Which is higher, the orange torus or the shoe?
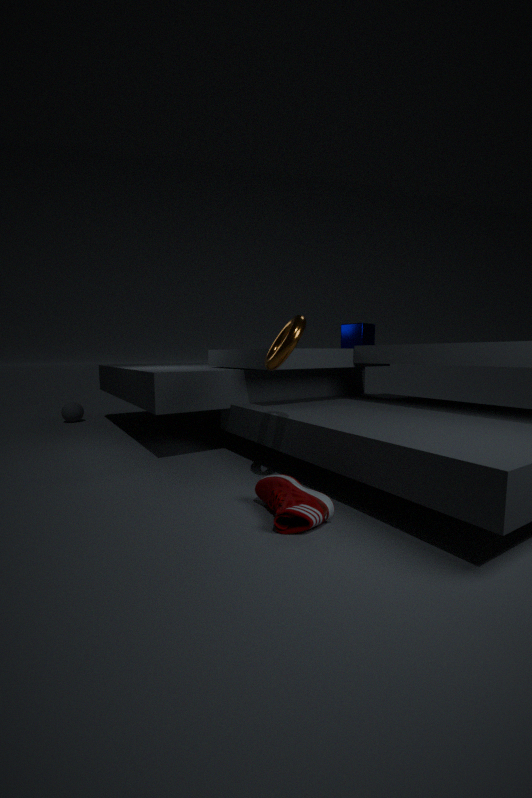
the orange torus
